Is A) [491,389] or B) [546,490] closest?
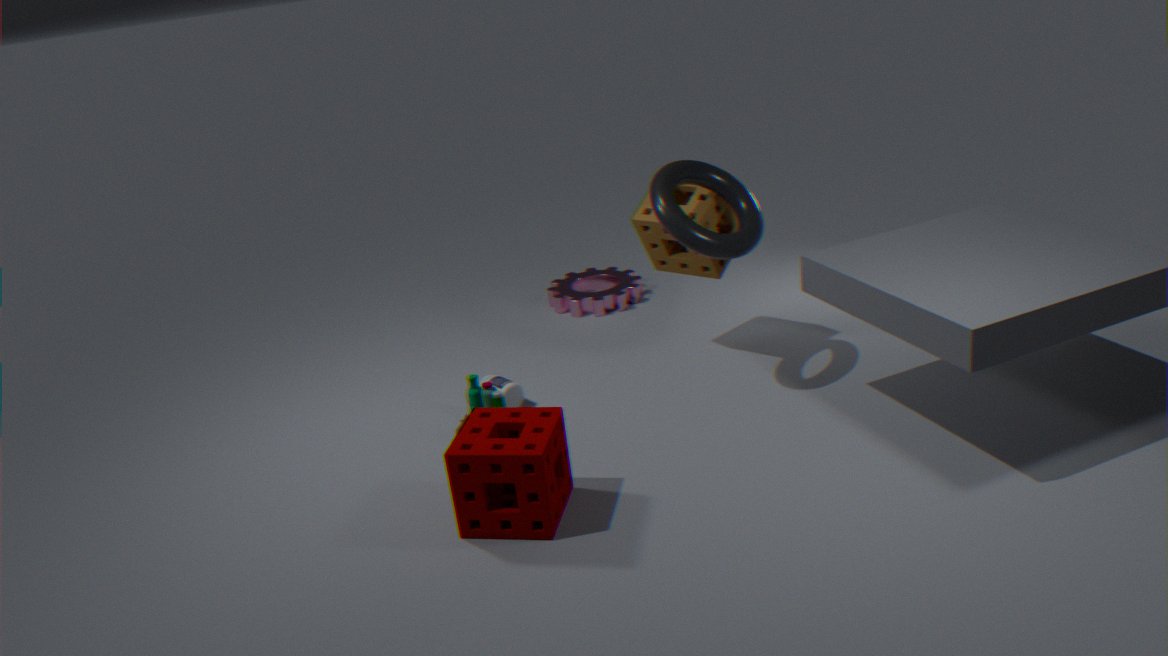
B. [546,490]
